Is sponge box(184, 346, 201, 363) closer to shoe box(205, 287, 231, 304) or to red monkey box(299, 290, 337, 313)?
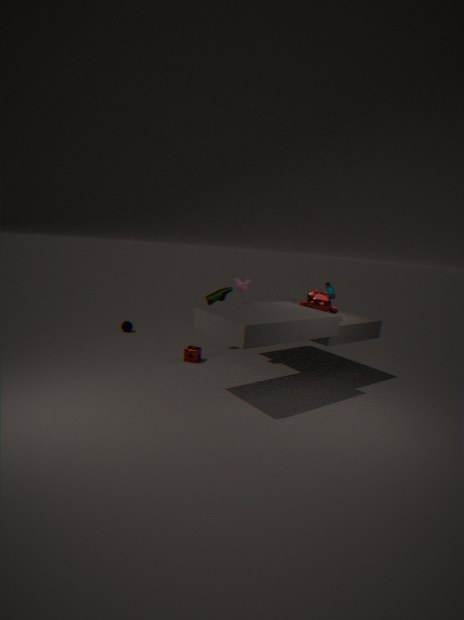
shoe box(205, 287, 231, 304)
